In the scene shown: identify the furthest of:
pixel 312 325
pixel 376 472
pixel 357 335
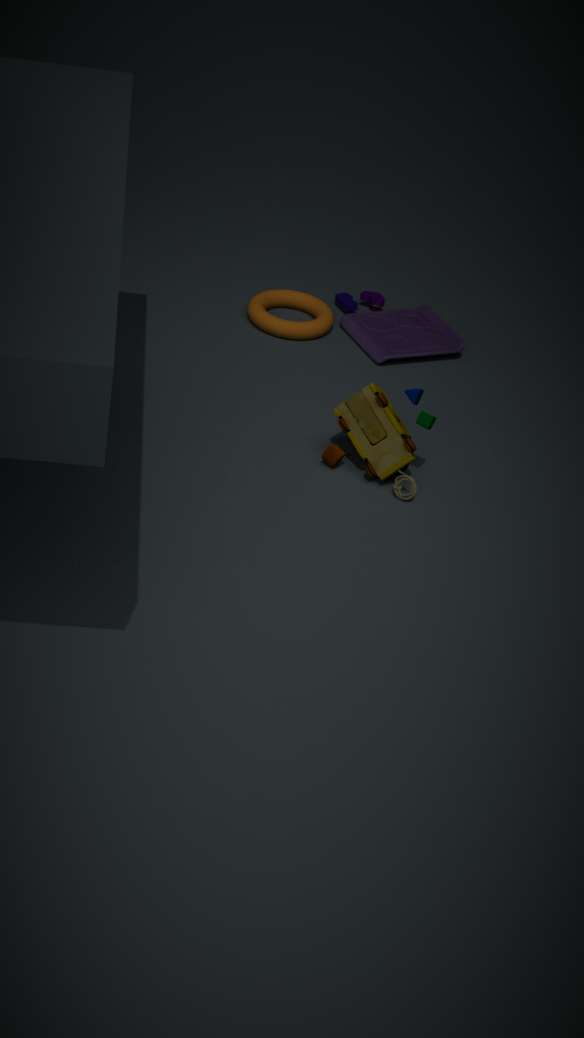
pixel 357 335
